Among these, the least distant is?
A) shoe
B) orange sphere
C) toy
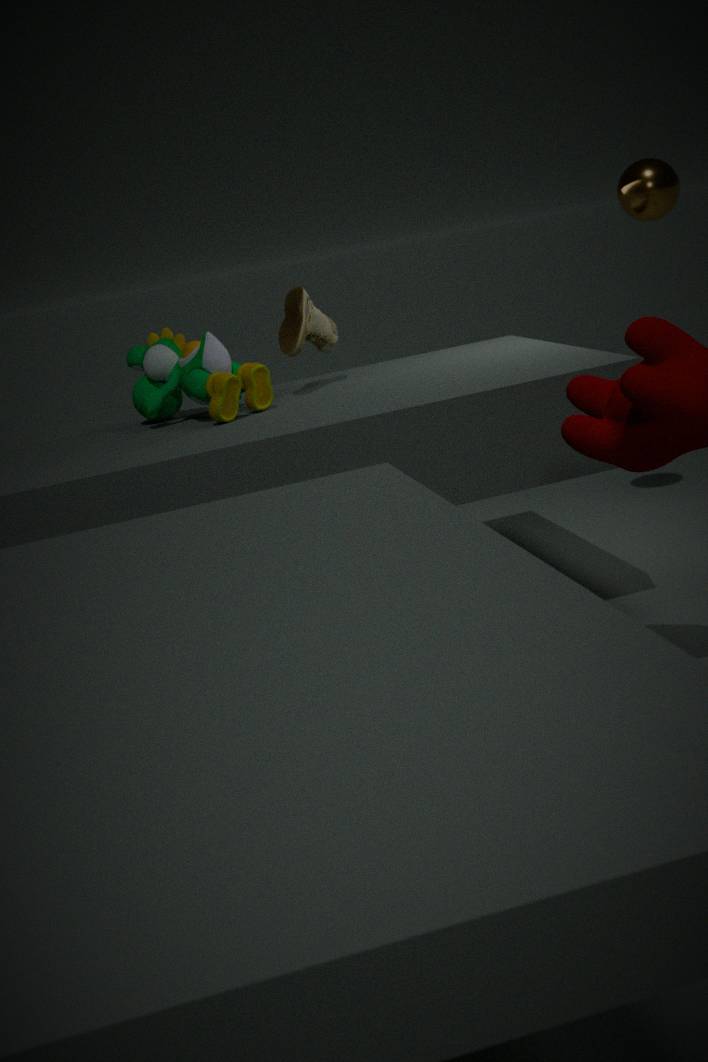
toy
